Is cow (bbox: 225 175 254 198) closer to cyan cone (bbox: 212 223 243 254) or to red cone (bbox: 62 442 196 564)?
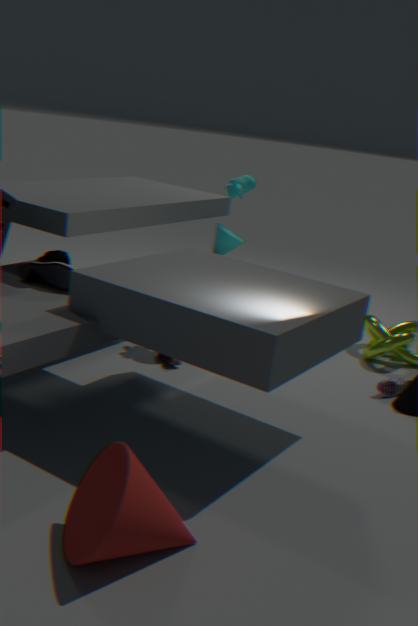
cyan cone (bbox: 212 223 243 254)
